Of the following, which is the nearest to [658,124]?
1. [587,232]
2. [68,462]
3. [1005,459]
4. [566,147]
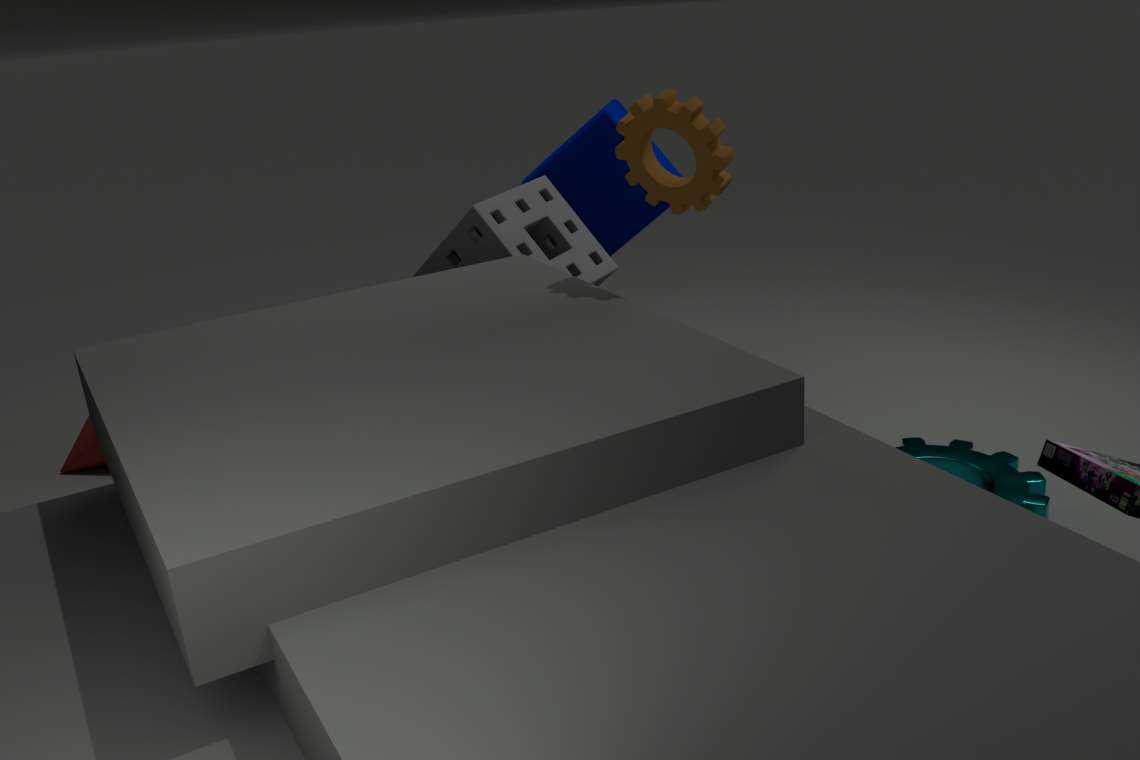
[587,232]
